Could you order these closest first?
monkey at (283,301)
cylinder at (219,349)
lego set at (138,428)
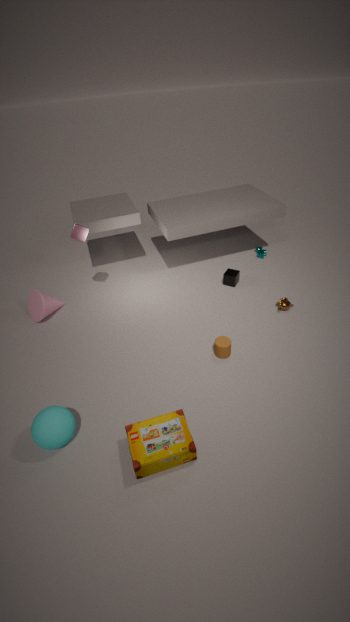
1. lego set at (138,428)
2. cylinder at (219,349)
3. monkey at (283,301)
